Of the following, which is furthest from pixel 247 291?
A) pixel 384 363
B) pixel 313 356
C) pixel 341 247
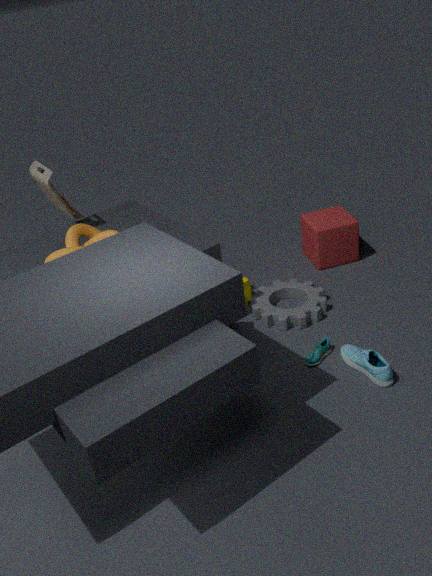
pixel 384 363
